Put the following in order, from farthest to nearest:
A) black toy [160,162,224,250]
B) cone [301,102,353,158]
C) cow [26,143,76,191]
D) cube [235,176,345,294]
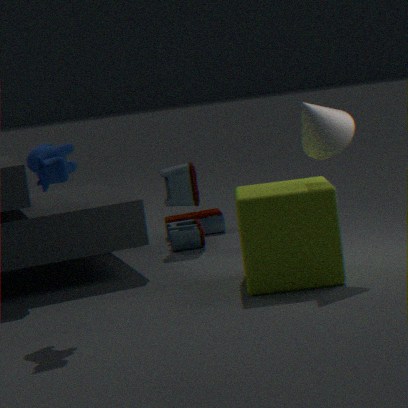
black toy [160,162,224,250], cone [301,102,353,158], cube [235,176,345,294], cow [26,143,76,191]
